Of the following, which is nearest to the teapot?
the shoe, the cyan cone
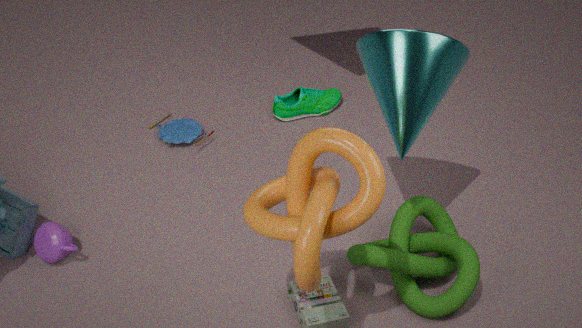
the shoe
